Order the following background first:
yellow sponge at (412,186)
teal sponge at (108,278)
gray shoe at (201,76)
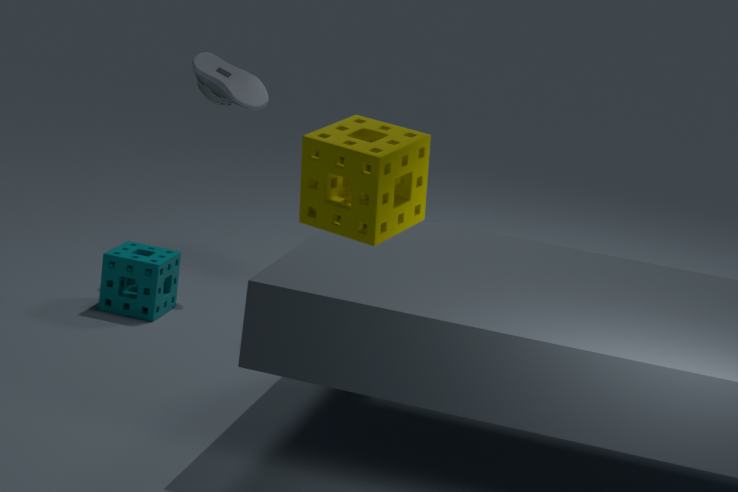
gray shoe at (201,76)
teal sponge at (108,278)
yellow sponge at (412,186)
